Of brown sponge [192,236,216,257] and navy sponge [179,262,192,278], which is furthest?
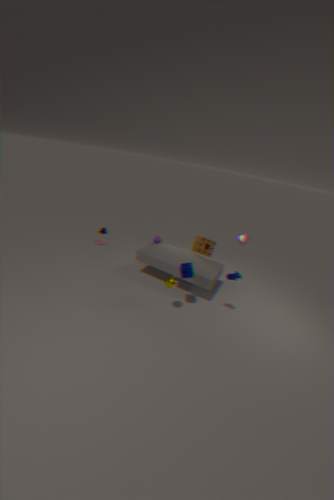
brown sponge [192,236,216,257]
